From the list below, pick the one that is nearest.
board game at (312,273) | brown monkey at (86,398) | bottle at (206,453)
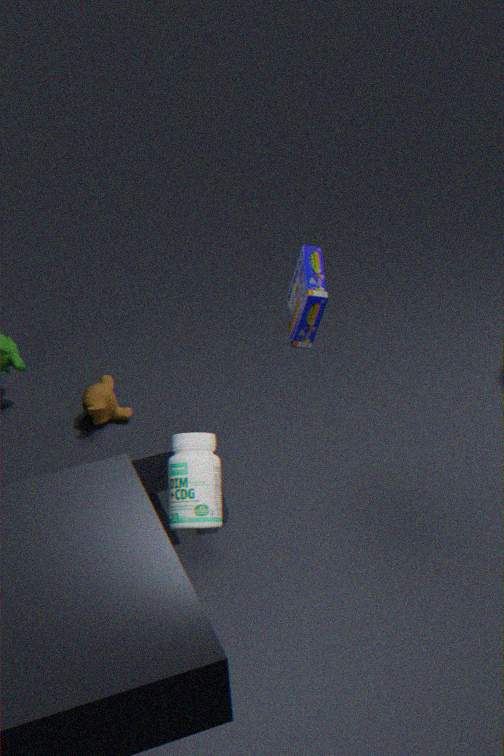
bottle at (206,453)
